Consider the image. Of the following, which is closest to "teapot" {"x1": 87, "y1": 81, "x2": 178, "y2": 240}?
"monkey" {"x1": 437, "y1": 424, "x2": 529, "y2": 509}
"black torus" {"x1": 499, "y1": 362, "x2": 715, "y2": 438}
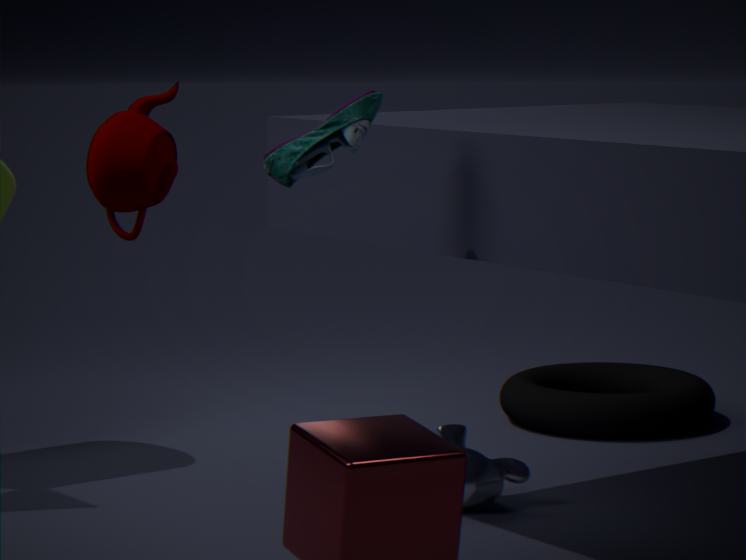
"monkey" {"x1": 437, "y1": 424, "x2": 529, "y2": 509}
